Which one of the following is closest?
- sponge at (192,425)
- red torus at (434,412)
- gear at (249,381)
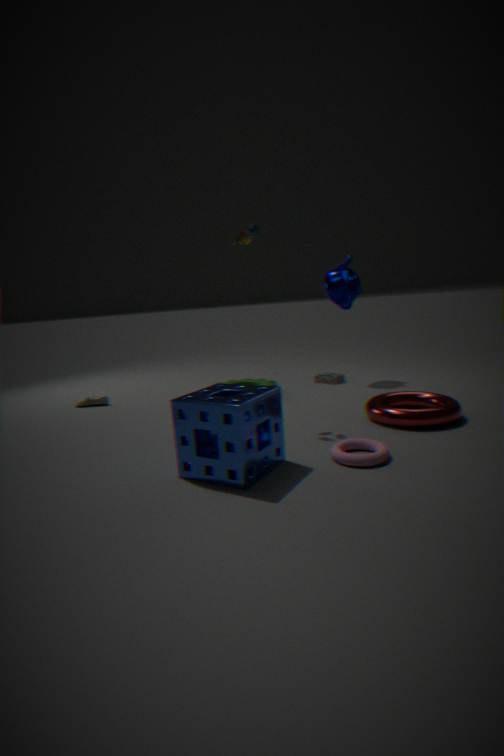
sponge at (192,425)
